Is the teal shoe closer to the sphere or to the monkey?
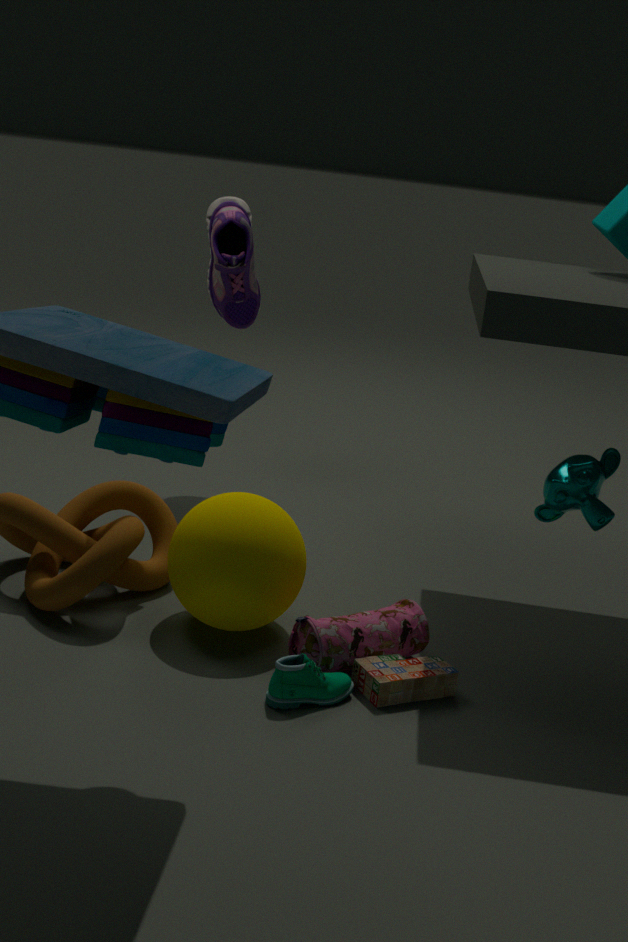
the sphere
